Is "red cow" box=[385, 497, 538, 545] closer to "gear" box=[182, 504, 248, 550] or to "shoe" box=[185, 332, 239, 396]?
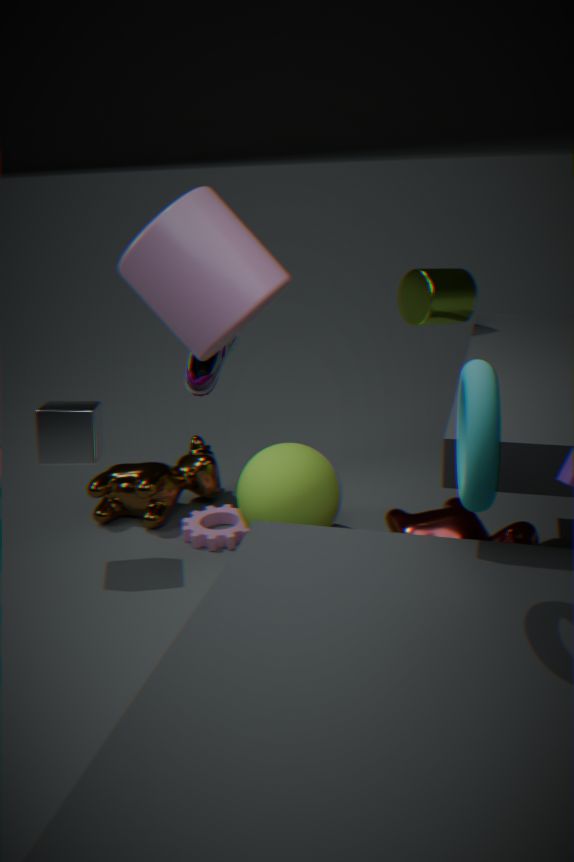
"gear" box=[182, 504, 248, 550]
